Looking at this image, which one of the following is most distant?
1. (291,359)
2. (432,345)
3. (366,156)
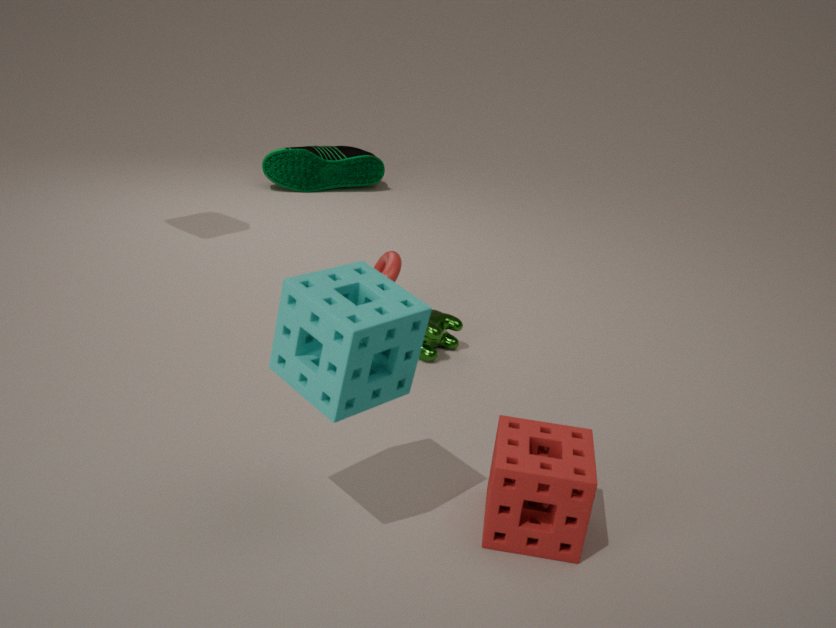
(366,156)
